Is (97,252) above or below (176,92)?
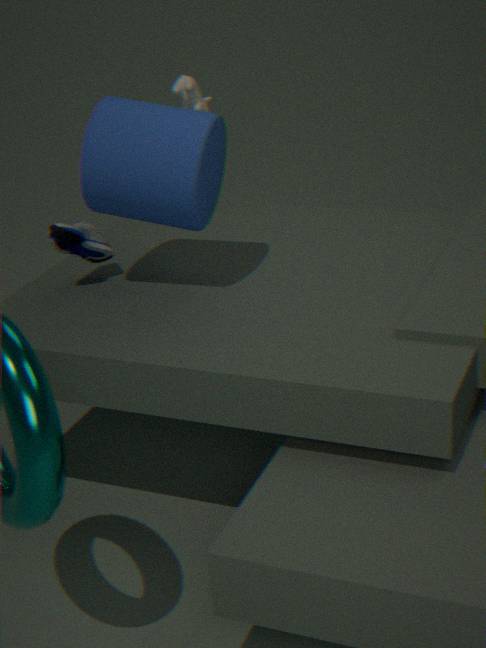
below
